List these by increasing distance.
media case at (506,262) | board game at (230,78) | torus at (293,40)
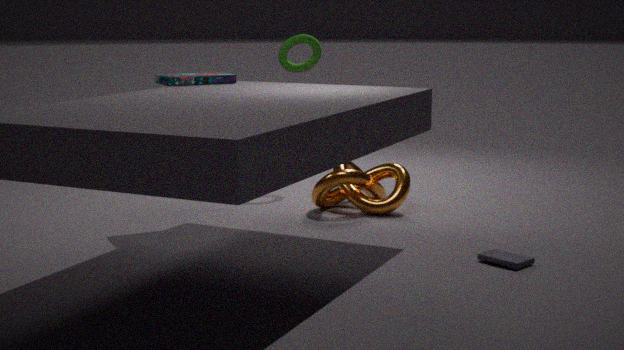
media case at (506,262) < board game at (230,78) < torus at (293,40)
